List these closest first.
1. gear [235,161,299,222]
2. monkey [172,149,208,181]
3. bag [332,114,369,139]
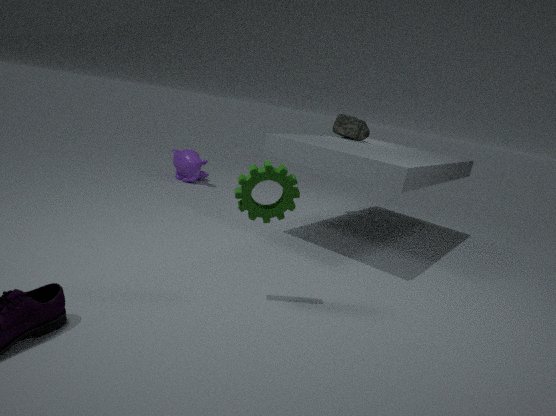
gear [235,161,299,222] < bag [332,114,369,139] < monkey [172,149,208,181]
